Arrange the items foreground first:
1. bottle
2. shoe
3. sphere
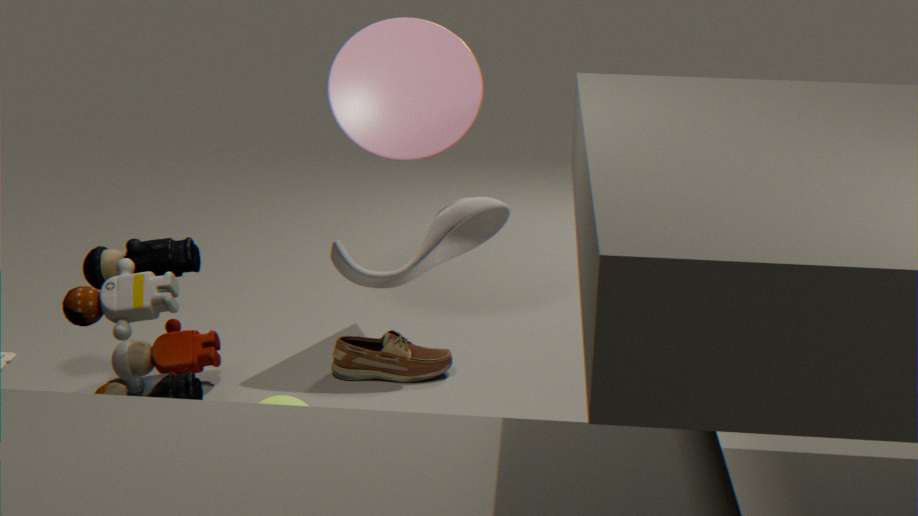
bottle → sphere → shoe
